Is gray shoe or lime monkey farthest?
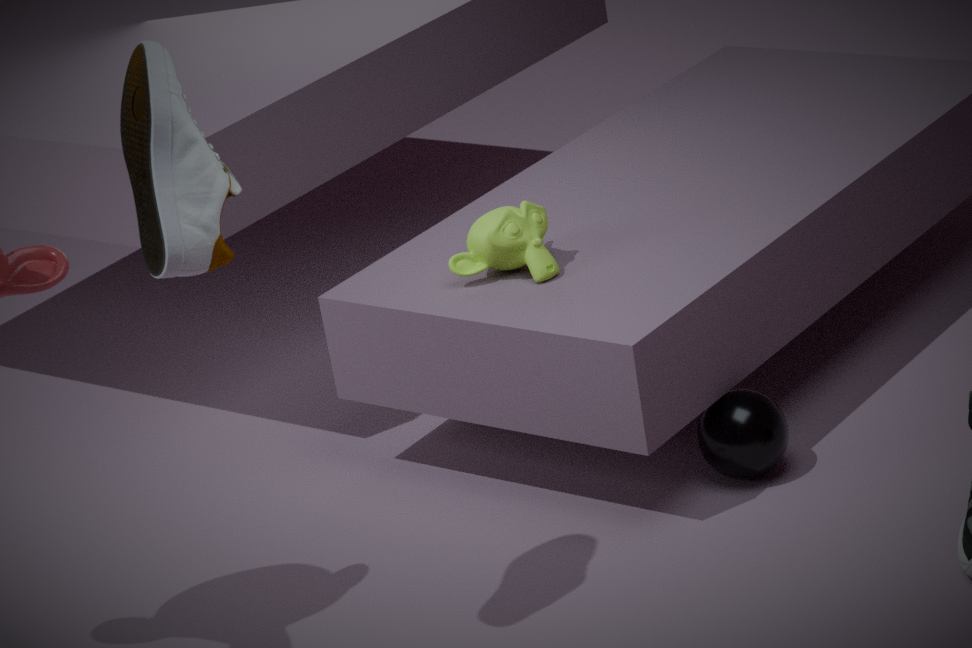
lime monkey
